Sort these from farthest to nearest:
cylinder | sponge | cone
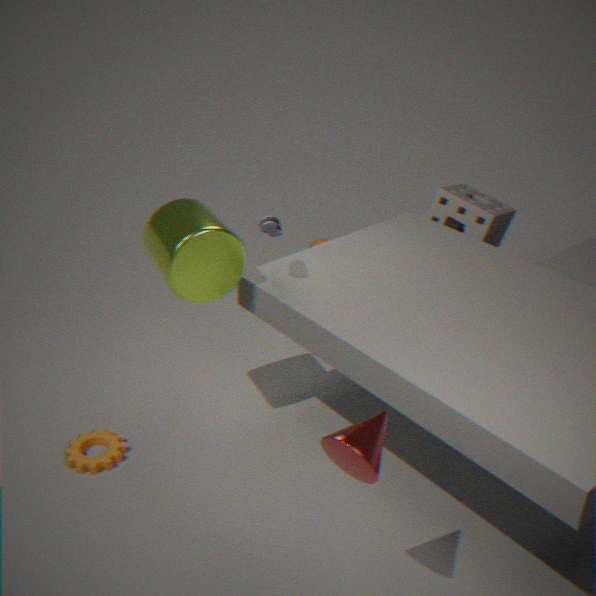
sponge → cylinder → cone
